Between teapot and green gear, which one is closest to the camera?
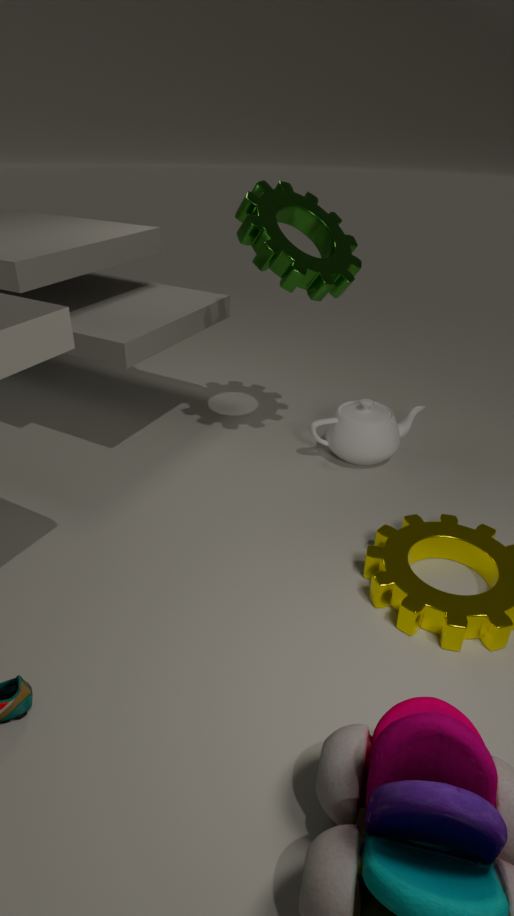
green gear
